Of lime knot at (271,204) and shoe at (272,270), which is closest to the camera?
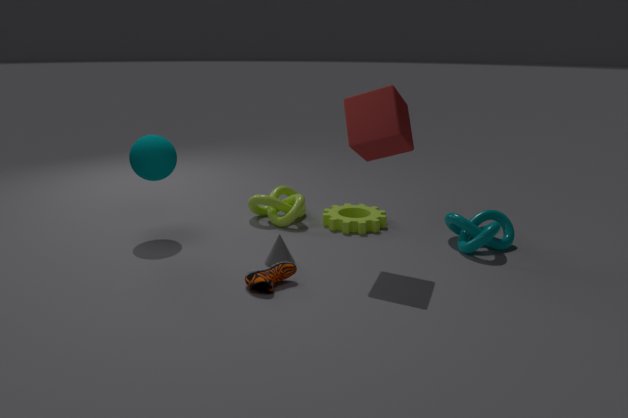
shoe at (272,270)
